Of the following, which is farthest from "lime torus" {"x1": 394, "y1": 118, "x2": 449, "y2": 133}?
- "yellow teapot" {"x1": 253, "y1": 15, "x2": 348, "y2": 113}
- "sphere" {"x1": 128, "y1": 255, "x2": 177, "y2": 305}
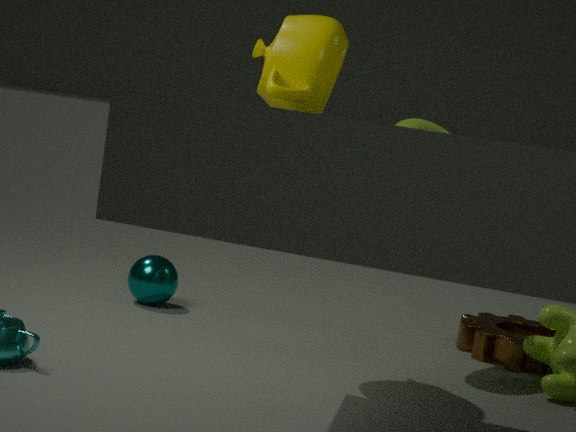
"sphere" {"x1": 128, "y1": 255, "x2": 177, "y2": 305}
